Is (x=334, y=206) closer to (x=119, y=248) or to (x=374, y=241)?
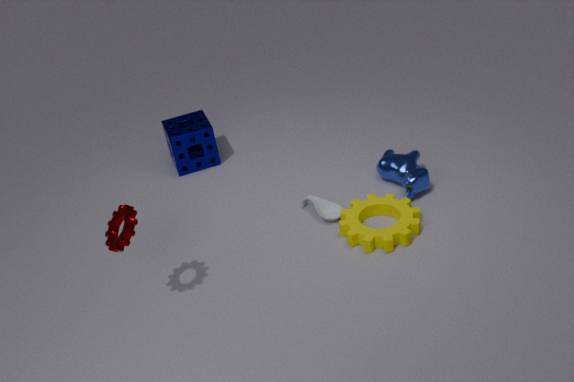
(x=374, y=241)
